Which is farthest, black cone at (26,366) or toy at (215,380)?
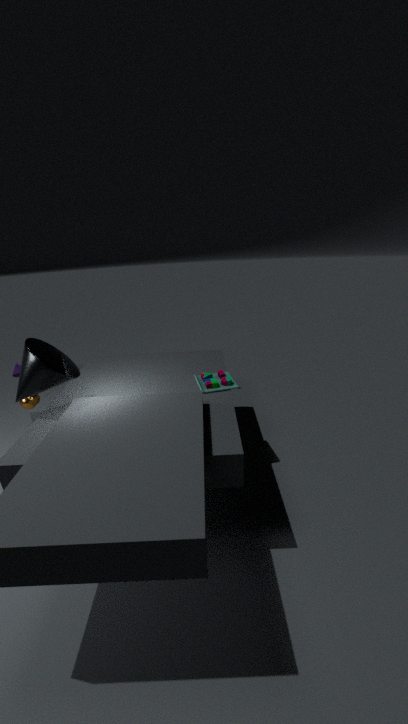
toy at (215,380)
